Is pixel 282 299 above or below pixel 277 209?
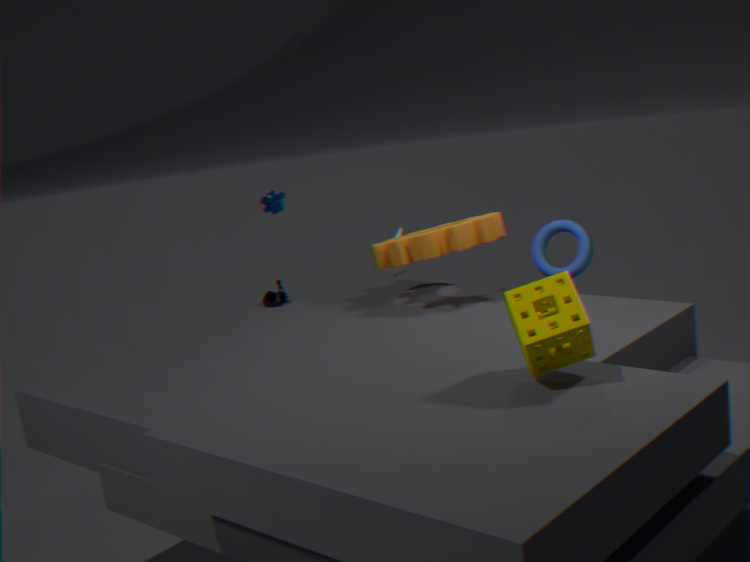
below
